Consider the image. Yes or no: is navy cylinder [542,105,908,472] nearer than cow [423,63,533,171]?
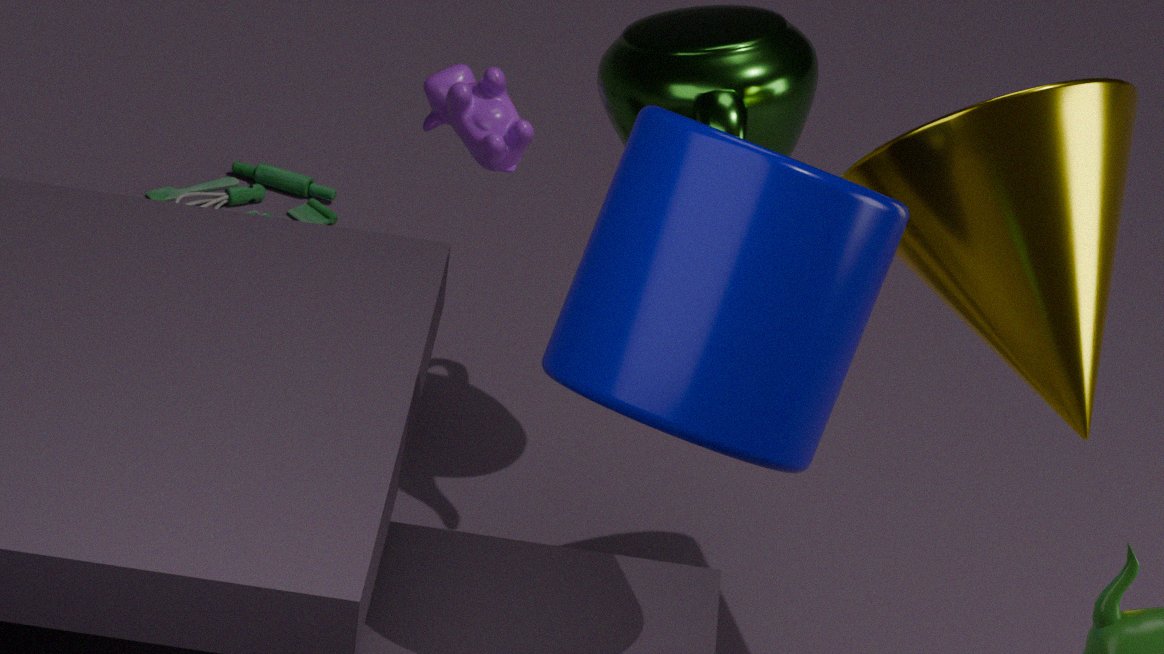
Yes
